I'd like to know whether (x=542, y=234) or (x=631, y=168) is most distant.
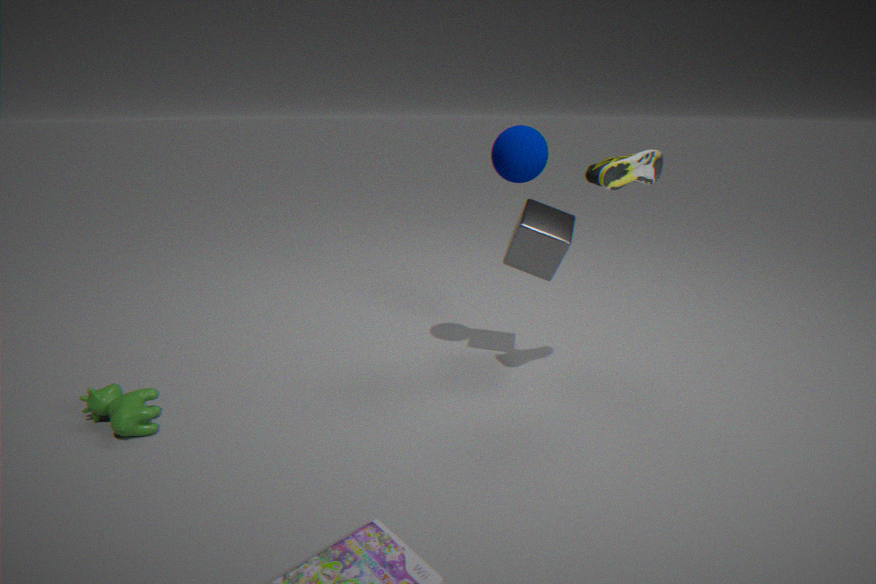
(x=542, y=234)
